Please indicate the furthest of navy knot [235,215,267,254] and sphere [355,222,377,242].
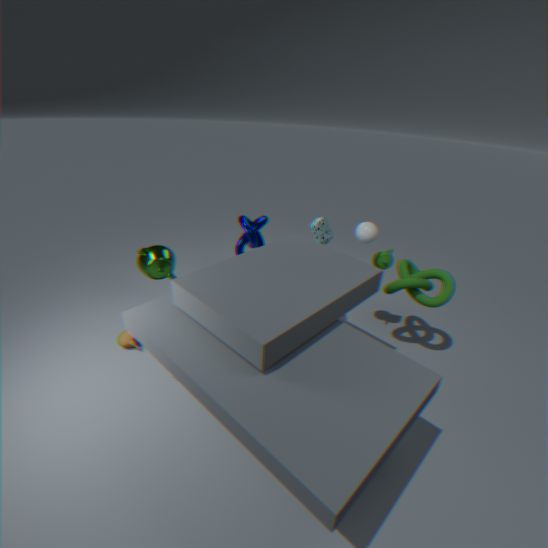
navy knot [235,215,267,254]
